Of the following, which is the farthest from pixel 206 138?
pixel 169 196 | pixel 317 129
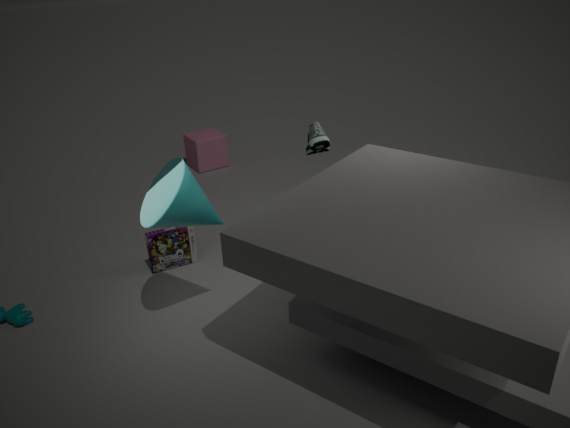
pixel 169 196
